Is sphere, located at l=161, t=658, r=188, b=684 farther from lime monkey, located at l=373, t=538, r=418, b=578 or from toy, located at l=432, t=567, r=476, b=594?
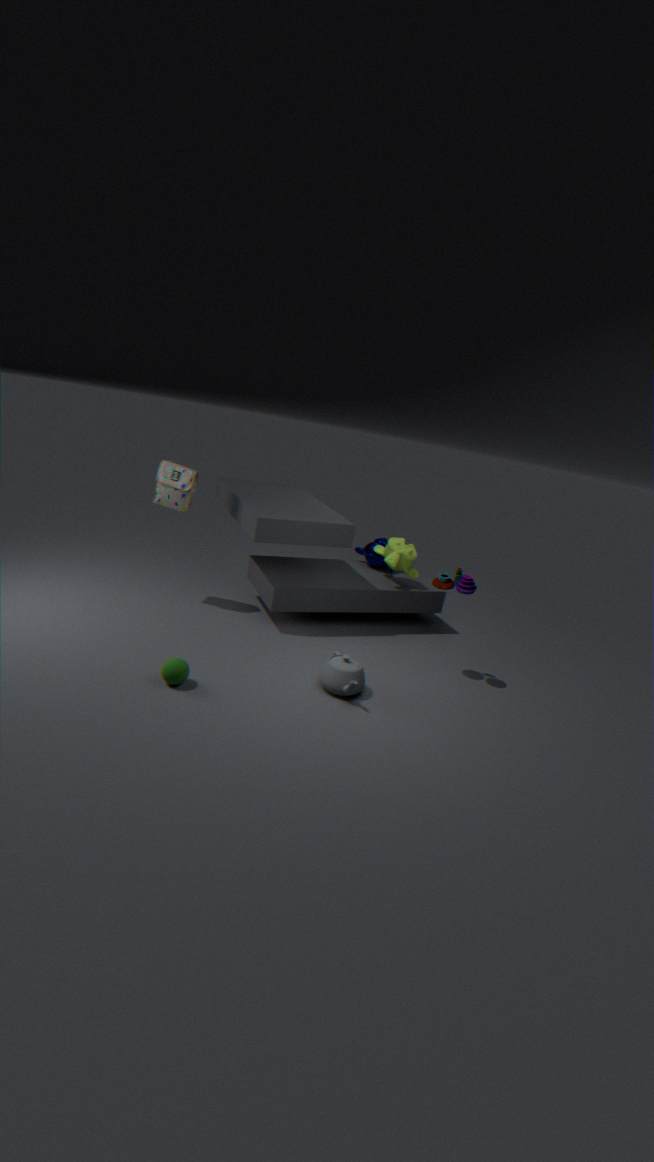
lime monkey, located at l=373, t=538, r=418, b=578
